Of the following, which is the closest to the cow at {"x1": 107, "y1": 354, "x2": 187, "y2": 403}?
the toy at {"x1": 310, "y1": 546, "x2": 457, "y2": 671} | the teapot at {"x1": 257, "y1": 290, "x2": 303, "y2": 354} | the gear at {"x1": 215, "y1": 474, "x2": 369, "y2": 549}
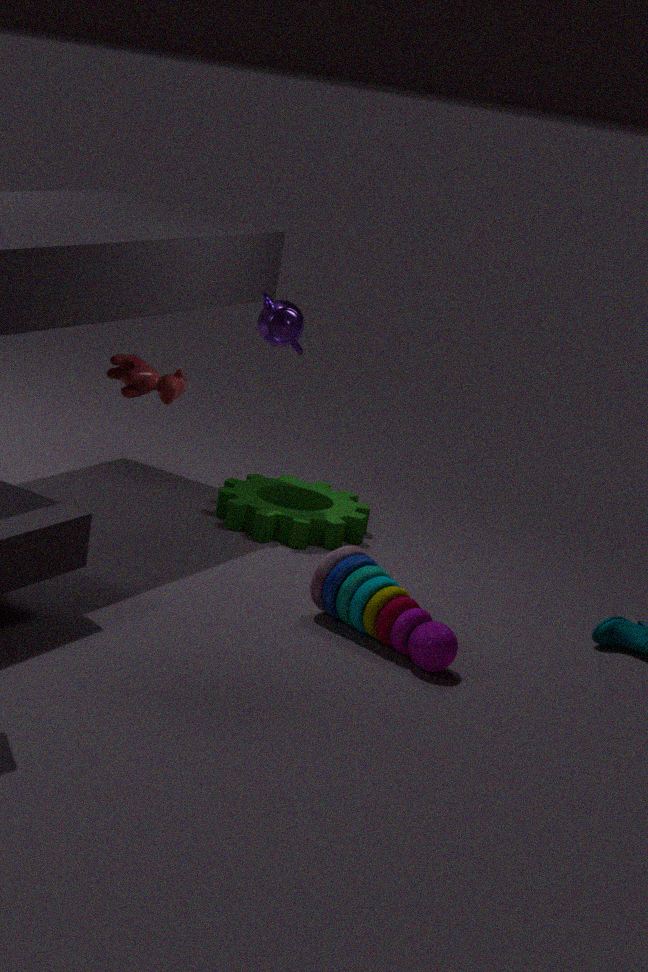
the teapot at {"x1": 257, "y1": 290, "x2": 303, "y2": 354}
